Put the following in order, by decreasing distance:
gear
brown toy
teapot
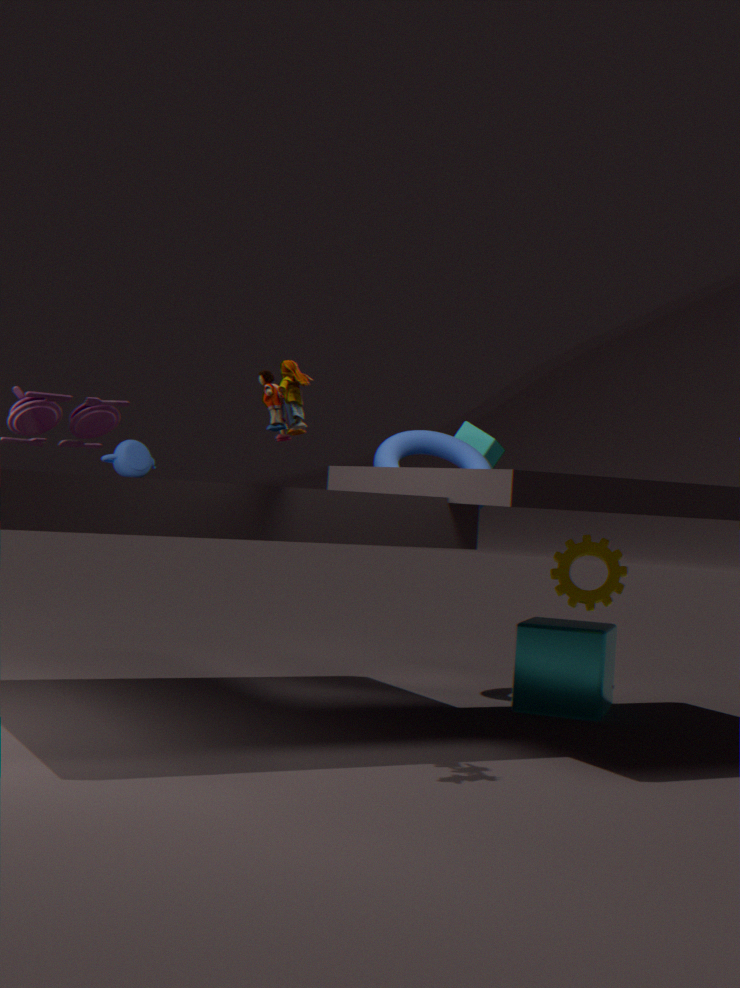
teapot → gear → brown toy
